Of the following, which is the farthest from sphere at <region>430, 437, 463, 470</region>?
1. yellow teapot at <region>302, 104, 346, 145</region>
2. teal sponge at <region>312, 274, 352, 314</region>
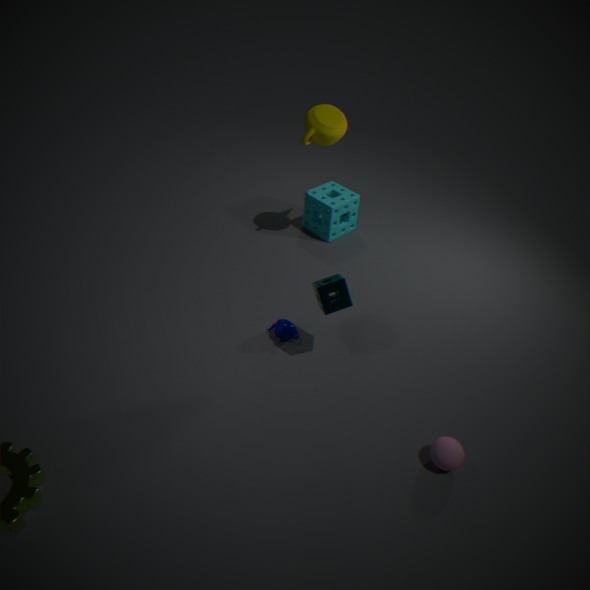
yellow teapot at <region>302, 104, 346, 145</region>
